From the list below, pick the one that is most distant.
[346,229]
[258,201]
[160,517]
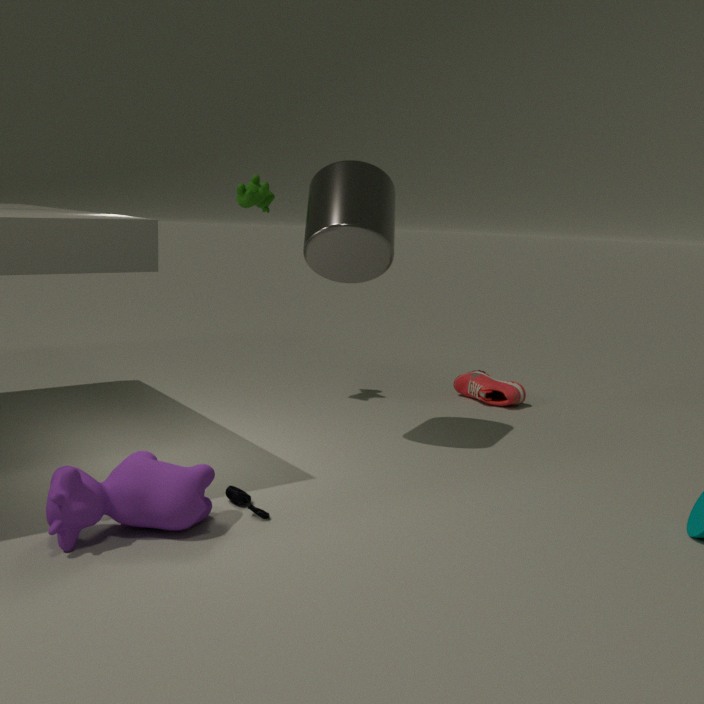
[258,201]
